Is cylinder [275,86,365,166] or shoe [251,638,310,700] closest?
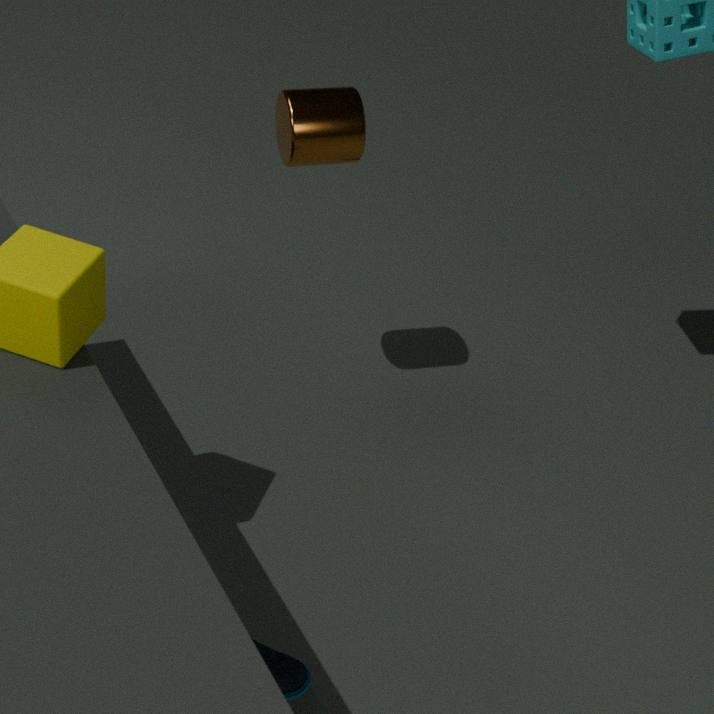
shoe [251,638,310,700]
